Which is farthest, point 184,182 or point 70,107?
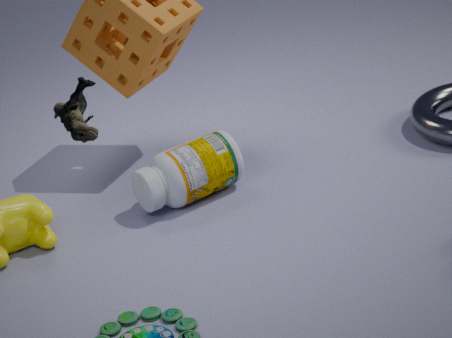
point 184,182
